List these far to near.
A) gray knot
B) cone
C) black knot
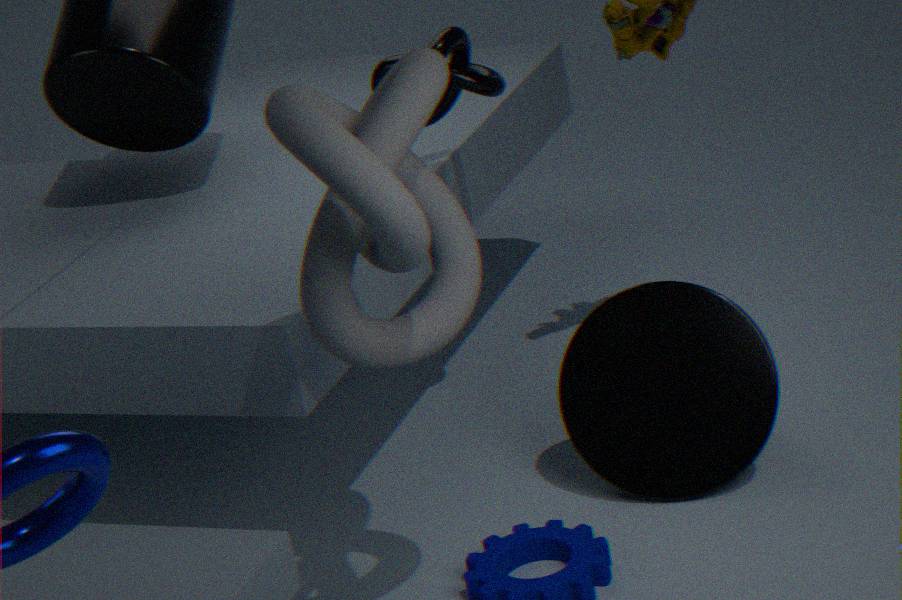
black knot, cone, gray knot
